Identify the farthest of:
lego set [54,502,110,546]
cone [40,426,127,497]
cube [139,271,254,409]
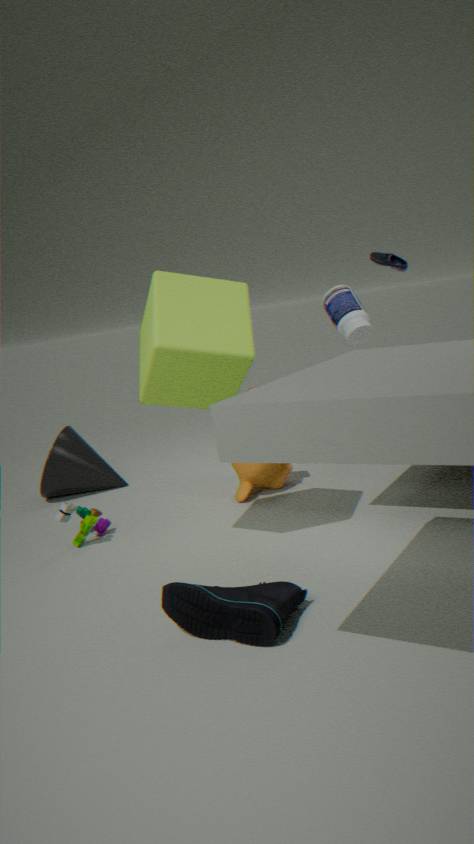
cone [40,426,127,497]
